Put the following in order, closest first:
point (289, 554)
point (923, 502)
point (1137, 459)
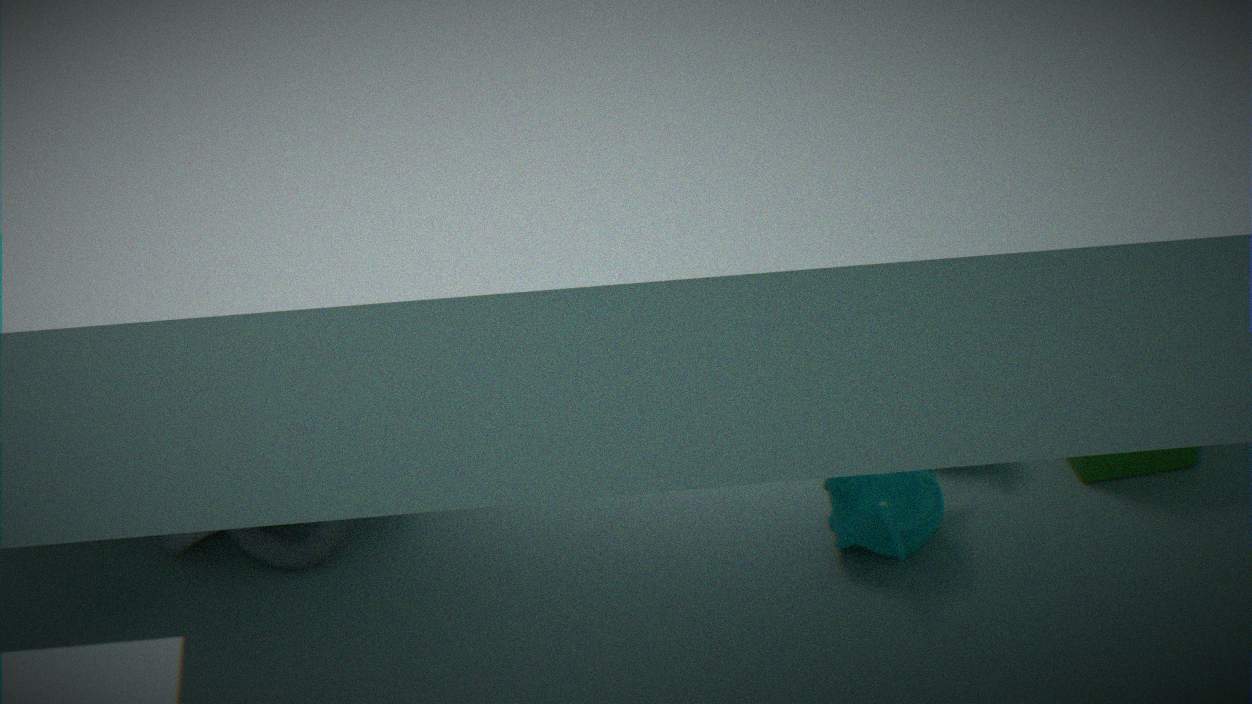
1. point (923, 502)
2. point (289, 554)
3. point (1137, 459)
